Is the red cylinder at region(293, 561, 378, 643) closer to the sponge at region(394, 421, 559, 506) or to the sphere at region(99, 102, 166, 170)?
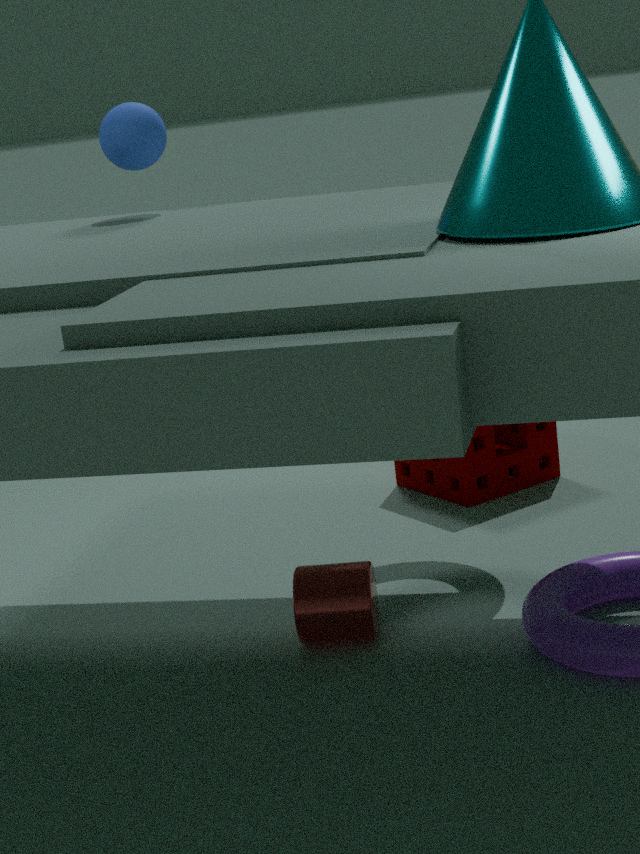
the sponge at region(394, 421, 559, 506)
